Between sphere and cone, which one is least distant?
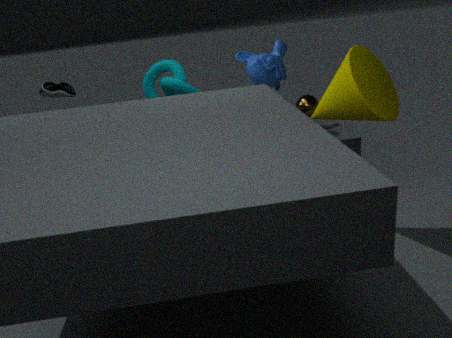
cone
